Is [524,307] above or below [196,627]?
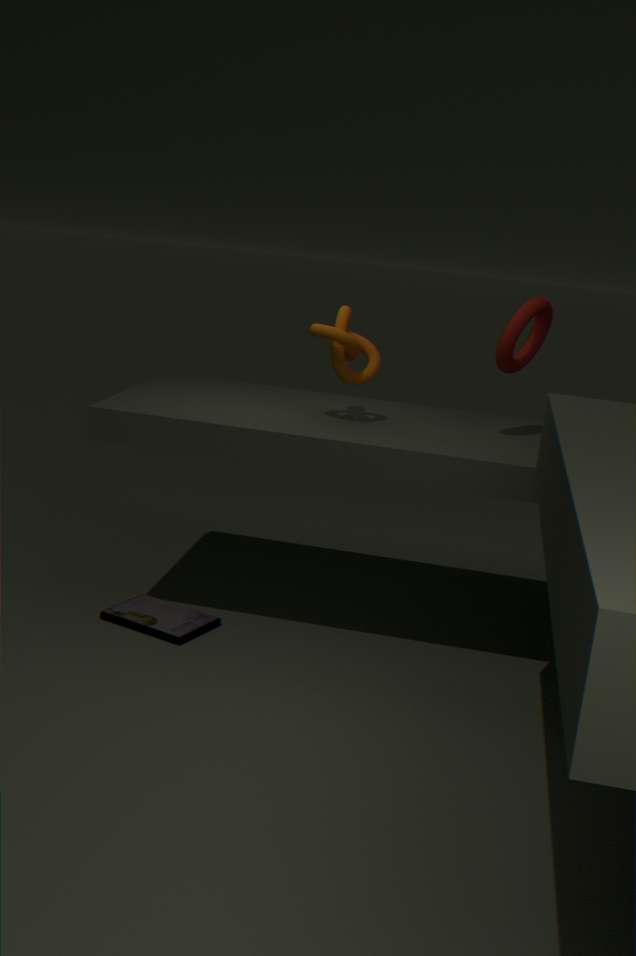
above
